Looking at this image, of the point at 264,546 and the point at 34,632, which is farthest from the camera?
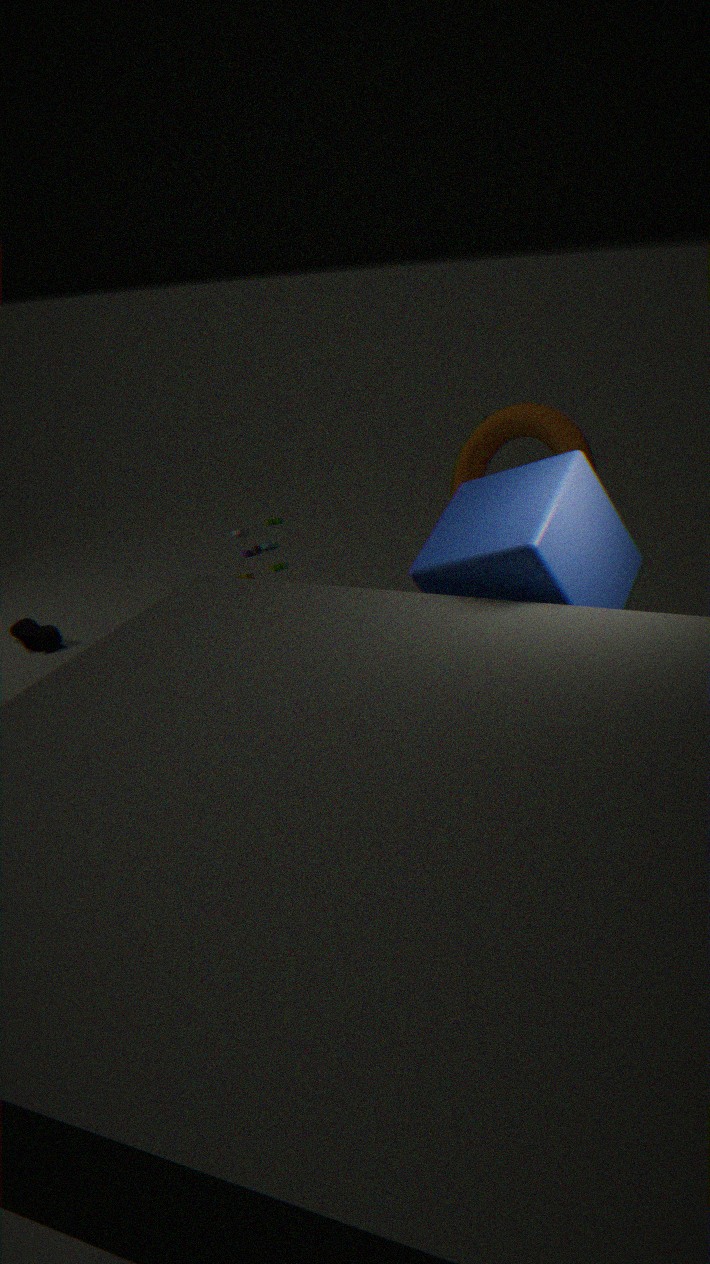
the point at 34,632
